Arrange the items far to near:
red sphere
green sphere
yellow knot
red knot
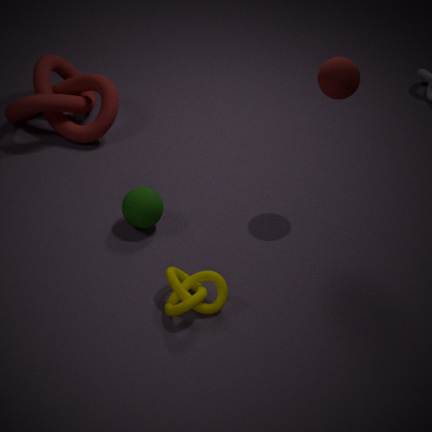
red knot, green sphere, red sphere, yellow knot
